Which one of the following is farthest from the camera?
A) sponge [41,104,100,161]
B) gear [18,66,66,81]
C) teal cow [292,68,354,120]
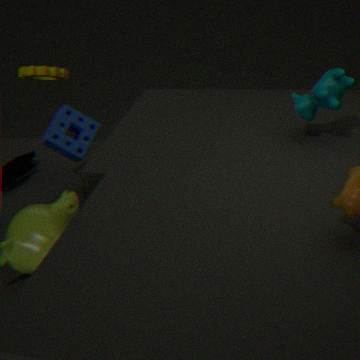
gear [18,66,66,81]
